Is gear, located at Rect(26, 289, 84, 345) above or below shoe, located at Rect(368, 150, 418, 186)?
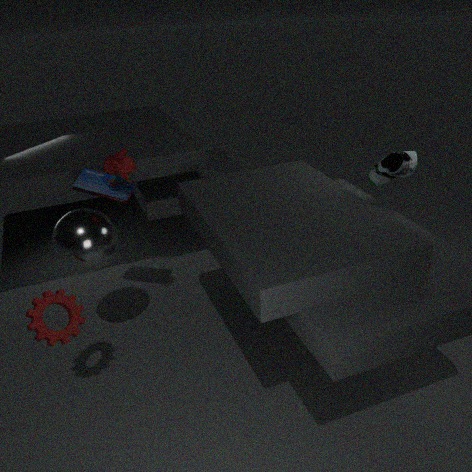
below
